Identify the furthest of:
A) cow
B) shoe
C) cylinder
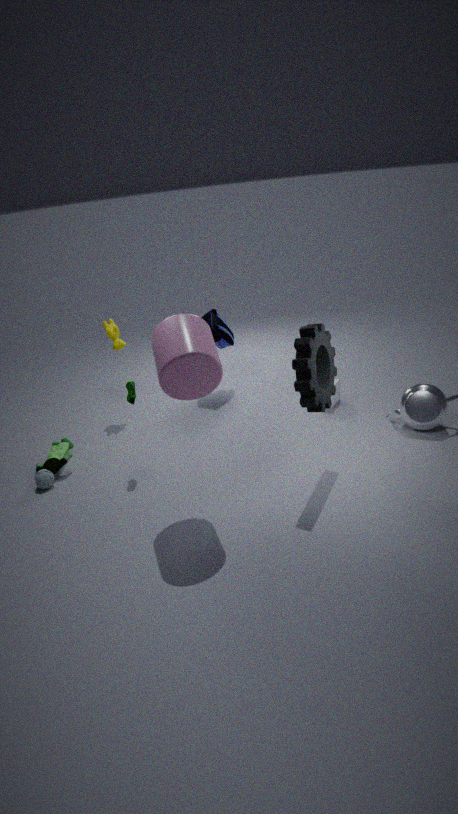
Result: cow
